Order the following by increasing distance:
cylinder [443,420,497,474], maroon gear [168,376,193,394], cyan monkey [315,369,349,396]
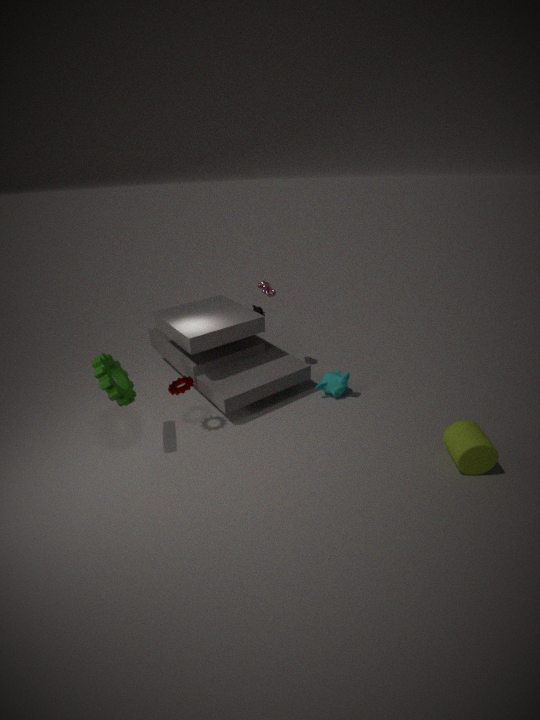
1. cylinder [443,420,497,474]
2. maroon gear [168,376,193,394]
3. cyan monkey [315,369,349,396]
